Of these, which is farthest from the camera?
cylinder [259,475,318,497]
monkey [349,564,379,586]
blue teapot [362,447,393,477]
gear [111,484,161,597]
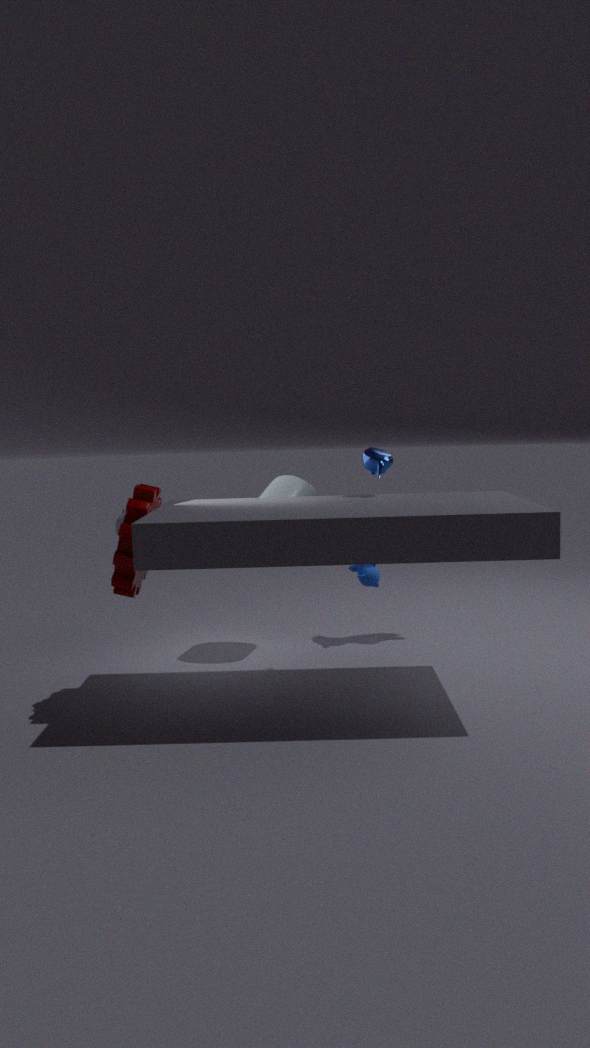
monkey [349,564,379,586]
